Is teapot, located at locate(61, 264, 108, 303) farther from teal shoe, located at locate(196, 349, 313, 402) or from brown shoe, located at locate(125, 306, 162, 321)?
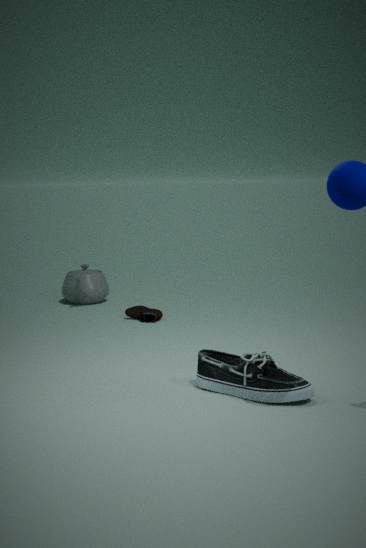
teal shoe, located at locate(196, 349, 313, 402)
